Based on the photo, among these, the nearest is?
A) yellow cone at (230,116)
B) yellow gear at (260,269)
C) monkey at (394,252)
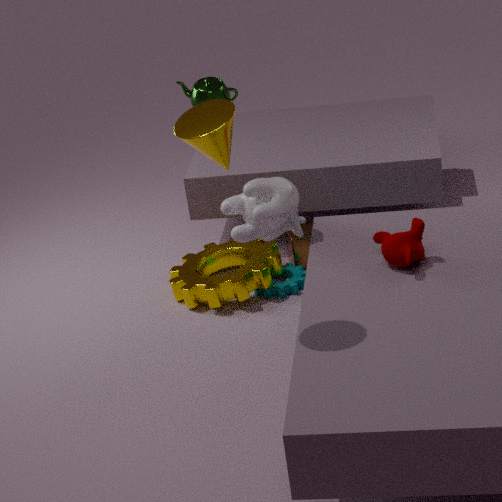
yellow cone at (230,116)
